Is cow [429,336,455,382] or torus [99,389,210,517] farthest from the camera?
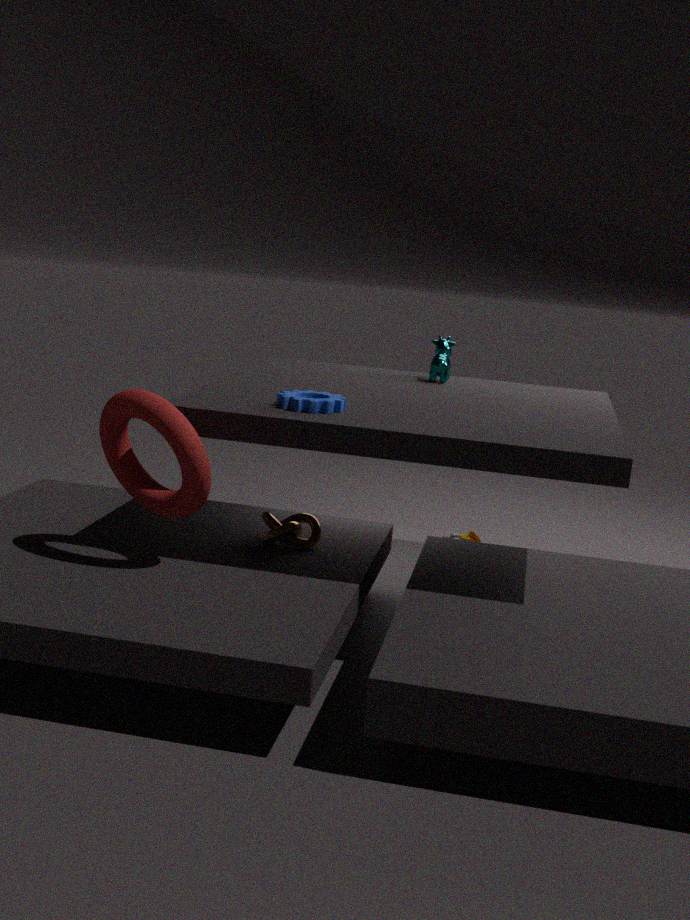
cow [429,336,455,382]
